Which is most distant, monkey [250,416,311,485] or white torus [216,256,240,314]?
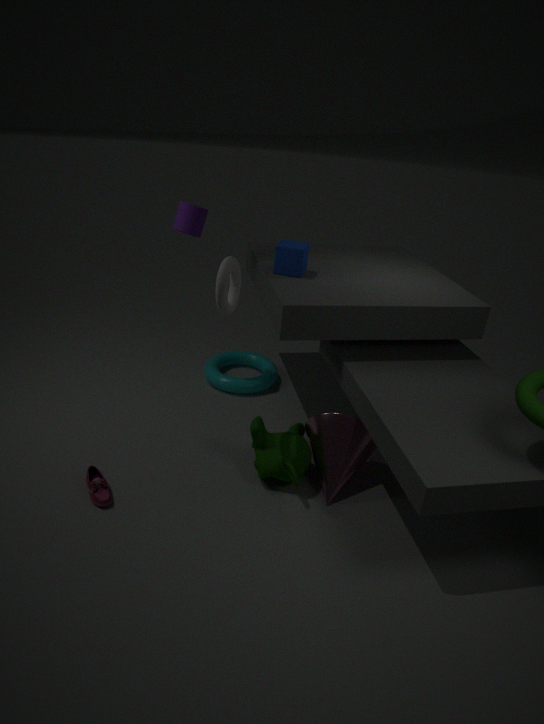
monkey [250,416,311,485]
